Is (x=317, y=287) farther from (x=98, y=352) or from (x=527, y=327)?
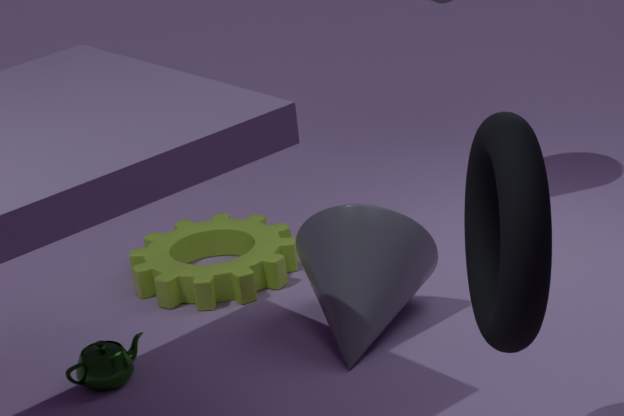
(x=527, y=327)
